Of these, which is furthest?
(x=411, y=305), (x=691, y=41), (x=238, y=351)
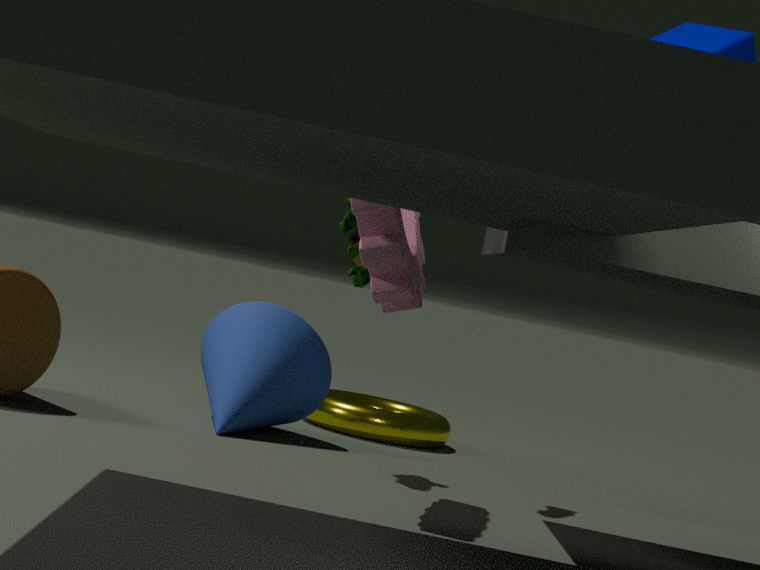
(x=238, y=351)
